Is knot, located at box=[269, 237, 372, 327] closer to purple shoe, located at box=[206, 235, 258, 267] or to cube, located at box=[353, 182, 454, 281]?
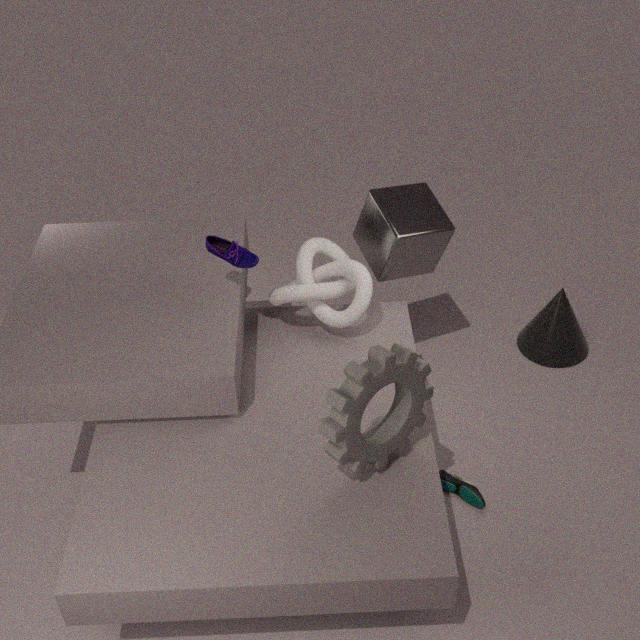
cube, located at box=[353, 182, 454, 281]
